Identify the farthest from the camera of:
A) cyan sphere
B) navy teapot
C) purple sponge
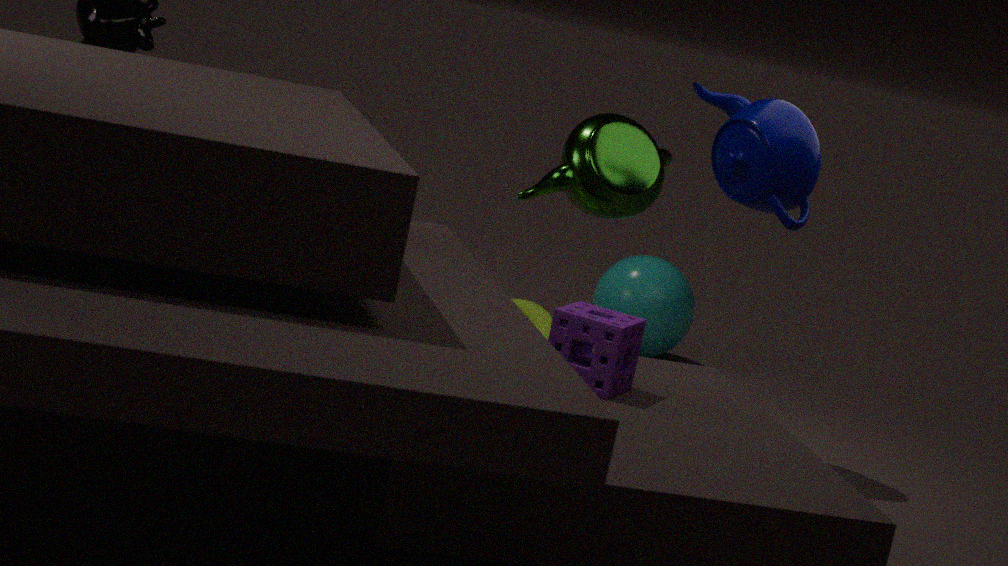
cyan sphere
